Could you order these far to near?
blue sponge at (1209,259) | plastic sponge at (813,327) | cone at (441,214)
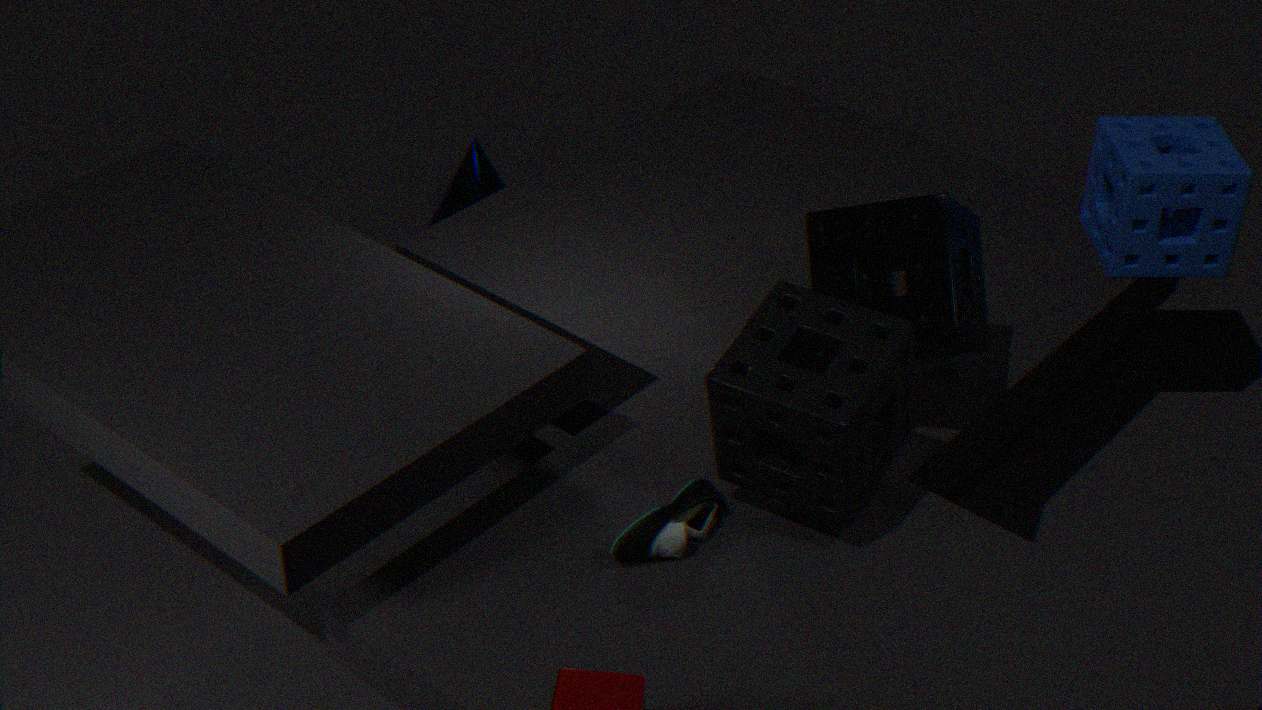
cone at (441,214), blue sponge at (1209,259), plastic sponge at (813,327)
